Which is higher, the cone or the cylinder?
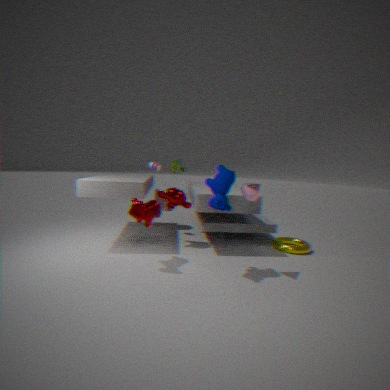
the cone
